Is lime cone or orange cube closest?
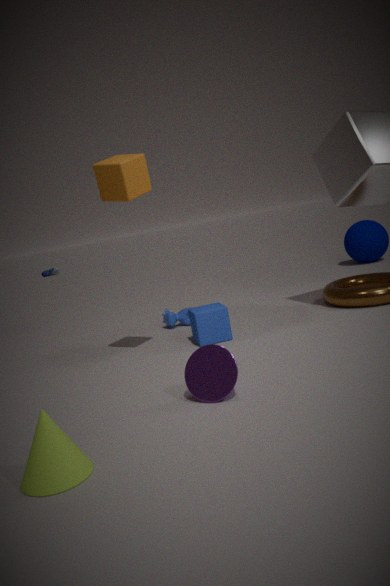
lime cone
